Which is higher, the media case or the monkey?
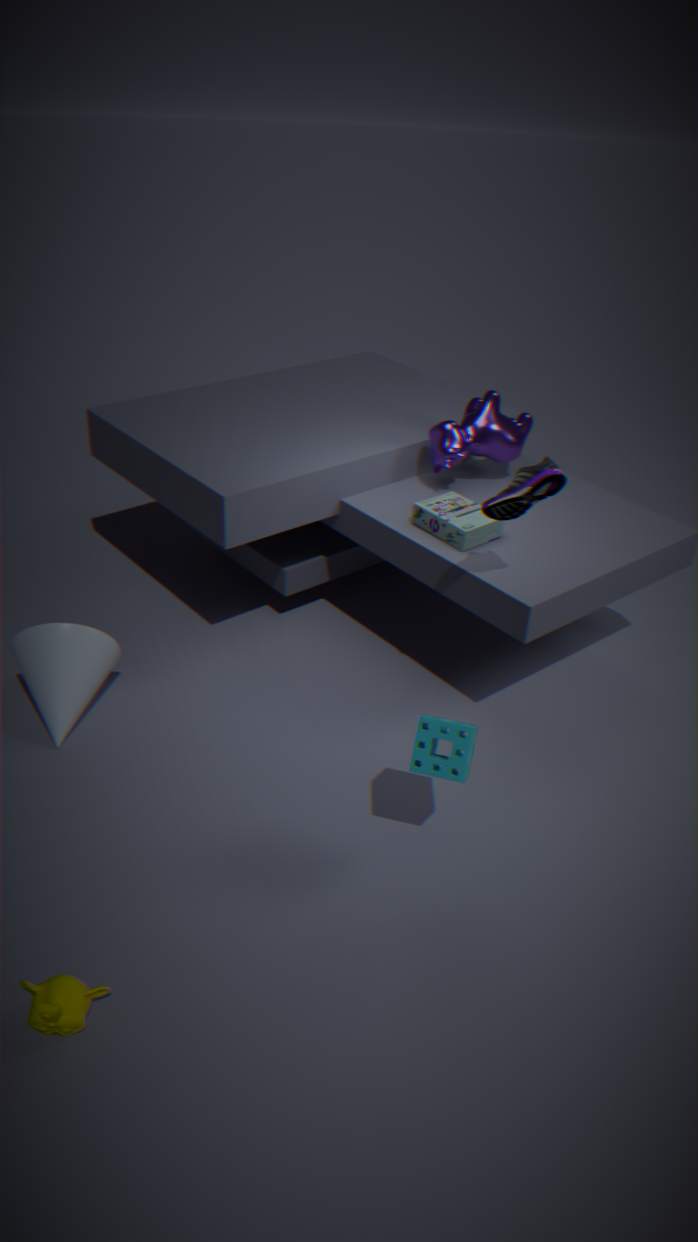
the media case
